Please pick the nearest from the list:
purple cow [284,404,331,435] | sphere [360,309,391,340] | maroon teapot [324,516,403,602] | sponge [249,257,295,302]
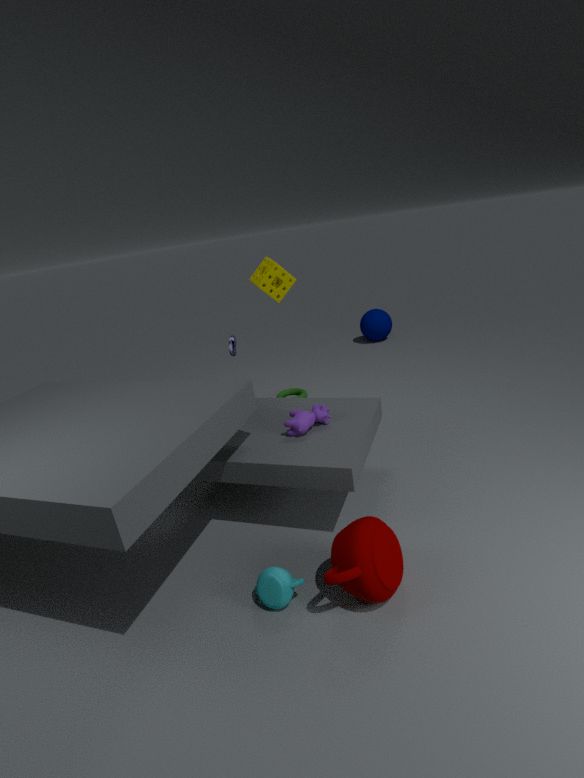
maroon teapot [324,516,403,602]
